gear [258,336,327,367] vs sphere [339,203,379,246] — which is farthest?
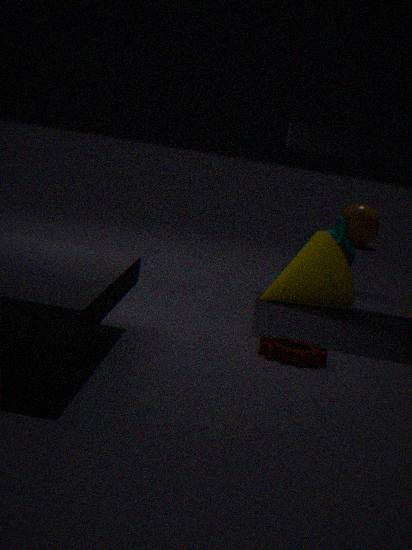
sphere [339,203,379,246]
